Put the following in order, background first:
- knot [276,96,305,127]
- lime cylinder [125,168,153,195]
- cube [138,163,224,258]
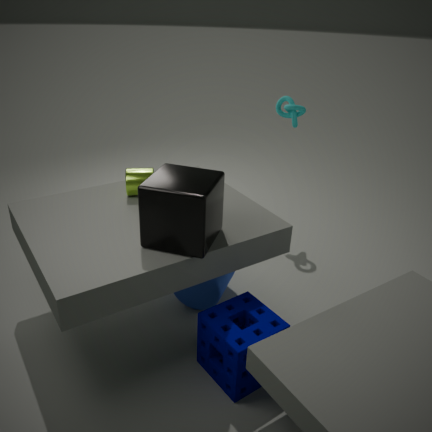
knot [276,96,305,127] < lime cylinder [125,168,153,195] < cube [138,163,224,258]
